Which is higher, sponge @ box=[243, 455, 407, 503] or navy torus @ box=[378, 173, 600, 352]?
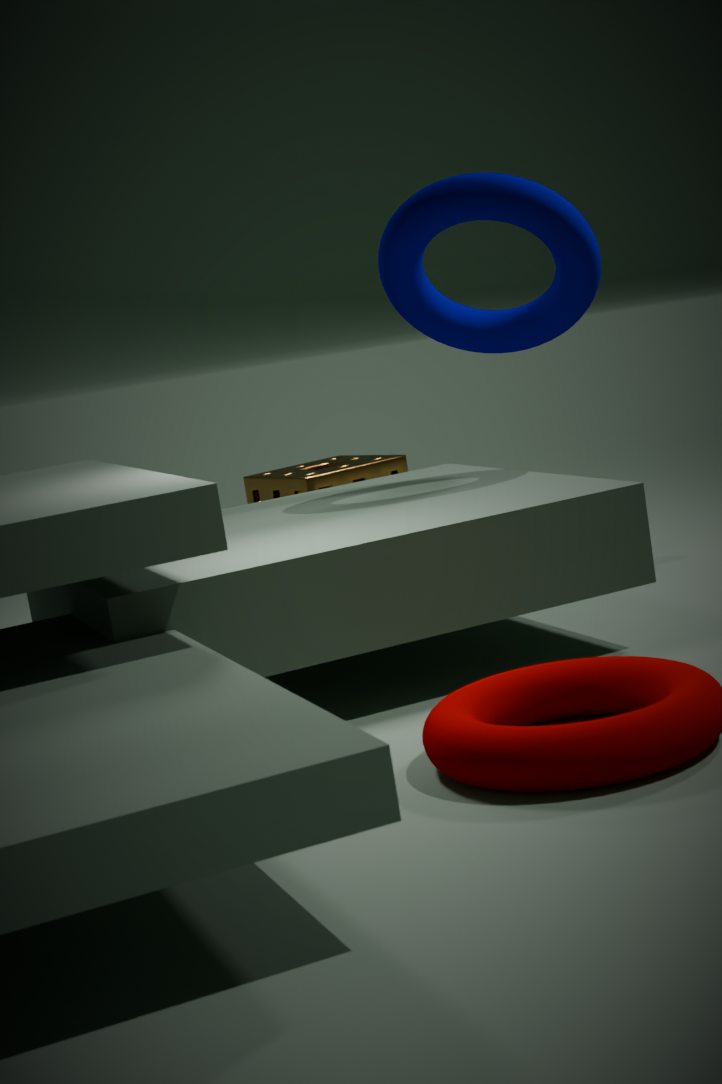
navy torus @ box=[378, 173, 600, 352]
